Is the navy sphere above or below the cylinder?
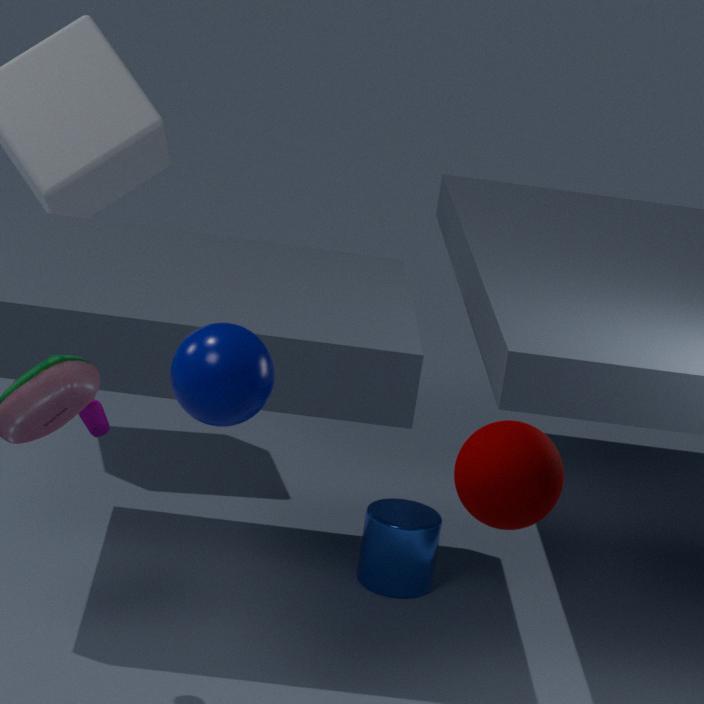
above
